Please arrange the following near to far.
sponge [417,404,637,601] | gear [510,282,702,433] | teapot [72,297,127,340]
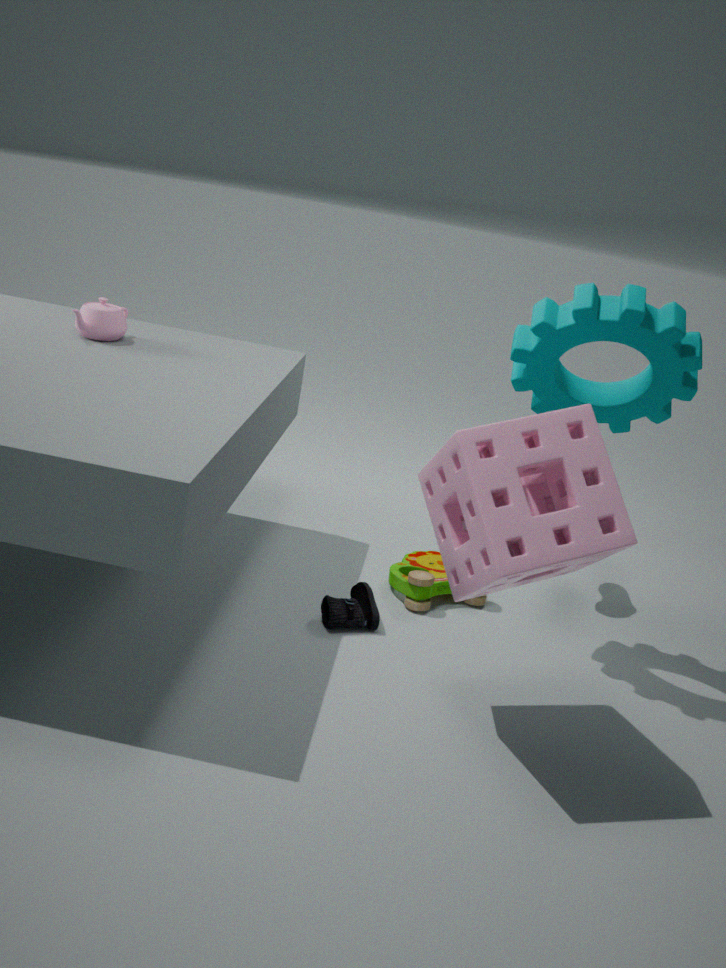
sponge [417,404,637,601] < gear [510,282,702,433] < teapot [72,297,127,340]
